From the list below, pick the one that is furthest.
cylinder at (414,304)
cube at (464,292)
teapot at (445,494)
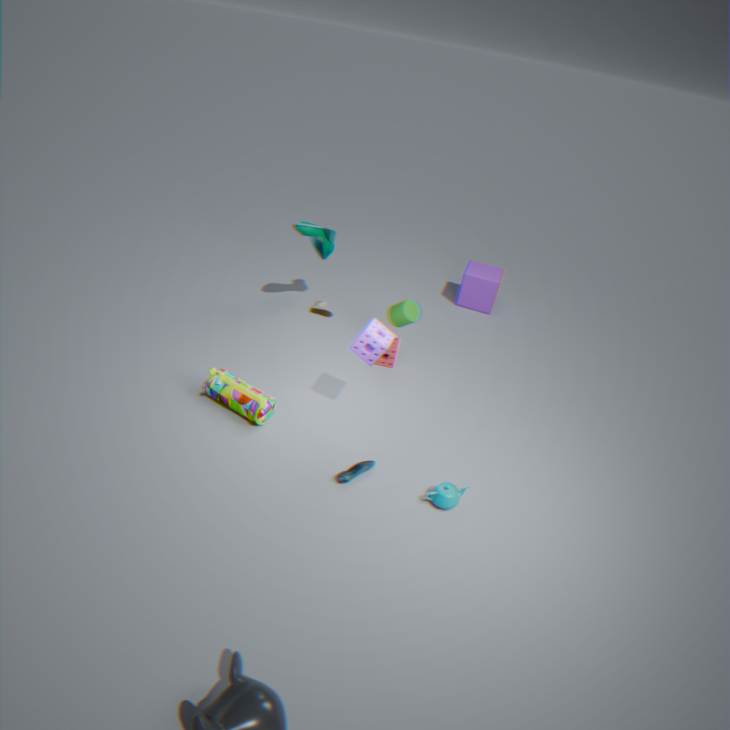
cube at (464,292)
